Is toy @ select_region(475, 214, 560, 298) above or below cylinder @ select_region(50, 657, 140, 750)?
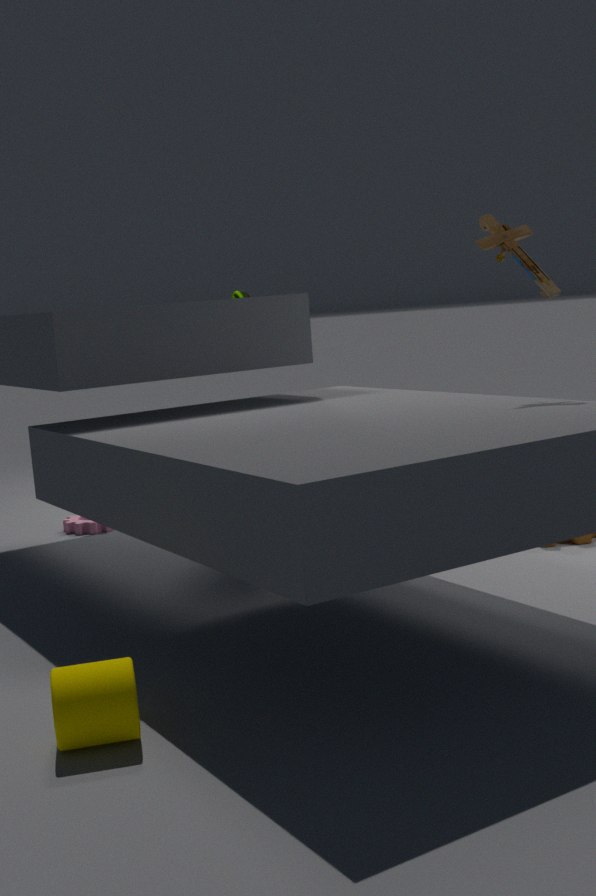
above
